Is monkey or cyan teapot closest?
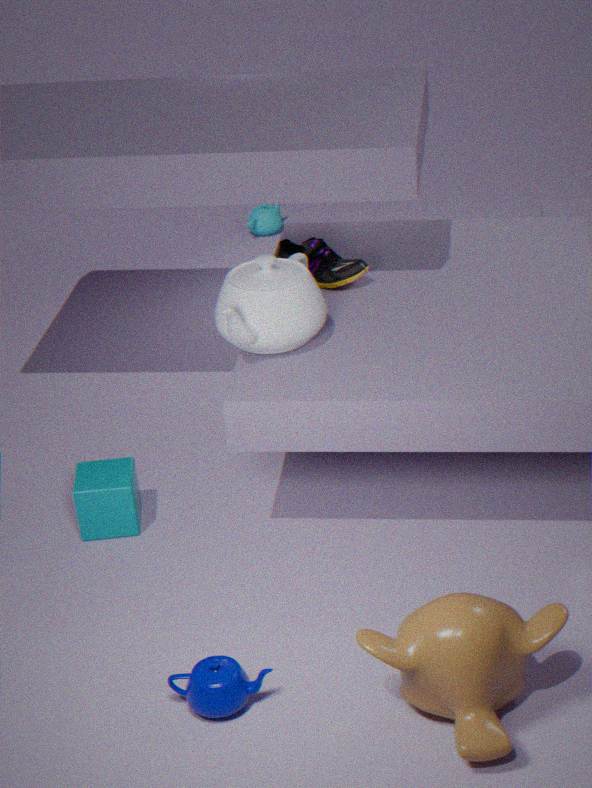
monkey
